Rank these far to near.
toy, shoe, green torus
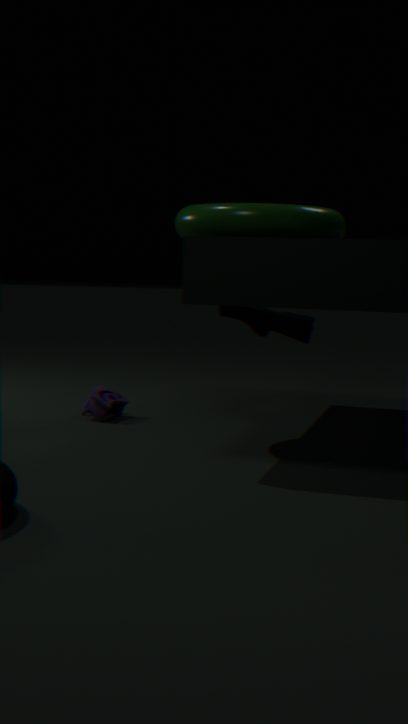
toy → shoe → green torus
